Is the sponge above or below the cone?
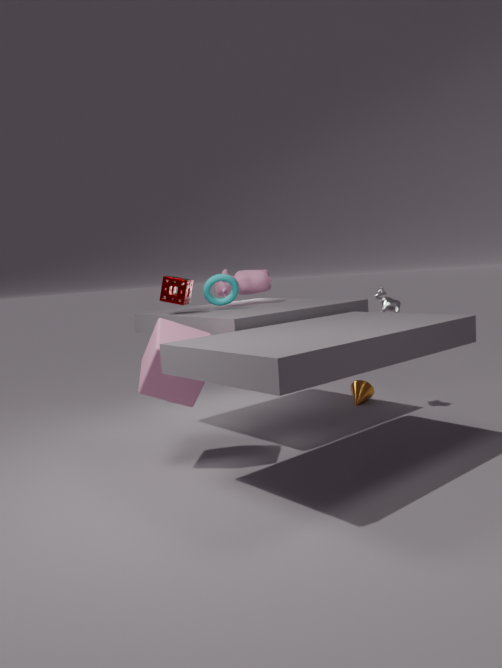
above
